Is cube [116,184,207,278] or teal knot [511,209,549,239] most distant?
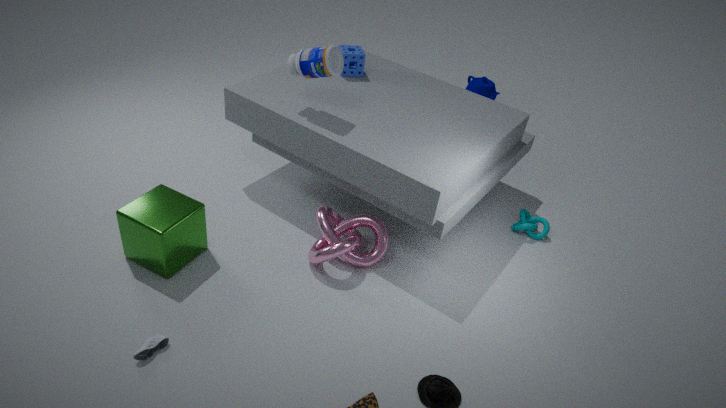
teal knot [511,209,549,239]
